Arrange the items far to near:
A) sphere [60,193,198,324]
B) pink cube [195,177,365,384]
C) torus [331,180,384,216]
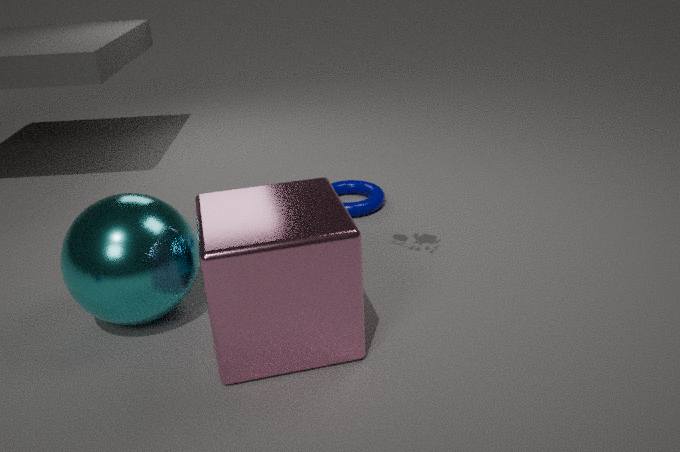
torus [331,180,384,216] < sphere [60,193,198,324] < pink cube [195,177,365,384]
